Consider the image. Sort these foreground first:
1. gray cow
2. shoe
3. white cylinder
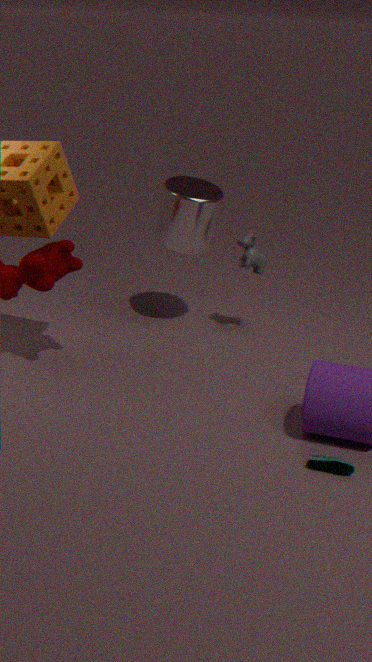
shoe
white cylinder
gray cow
